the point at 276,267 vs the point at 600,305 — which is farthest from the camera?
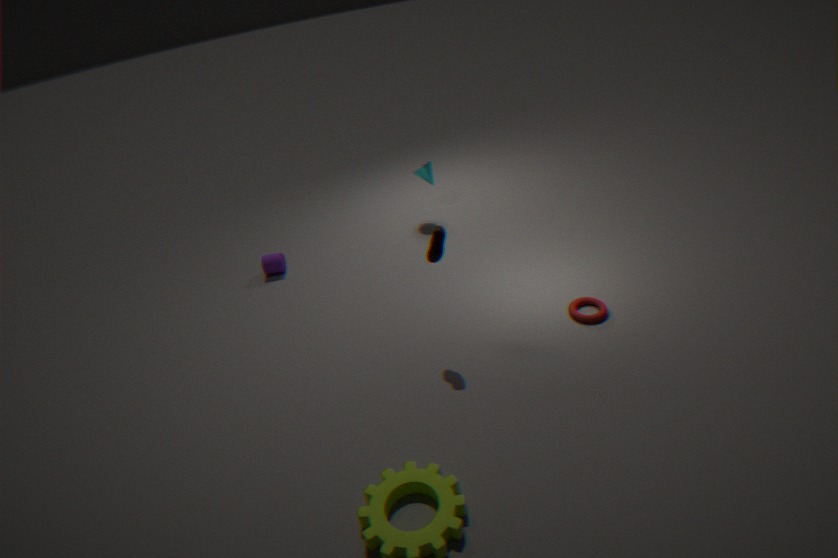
the point at 276,267
